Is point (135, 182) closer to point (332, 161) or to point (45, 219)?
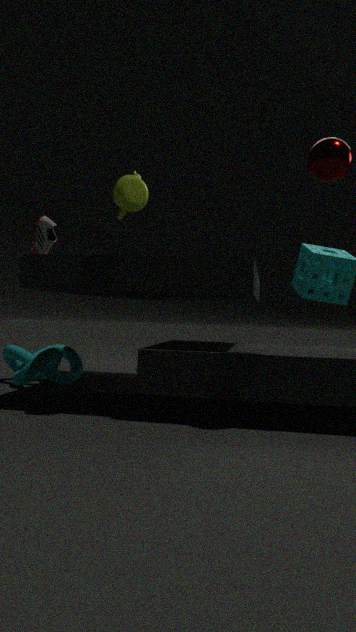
point (45, 219)
